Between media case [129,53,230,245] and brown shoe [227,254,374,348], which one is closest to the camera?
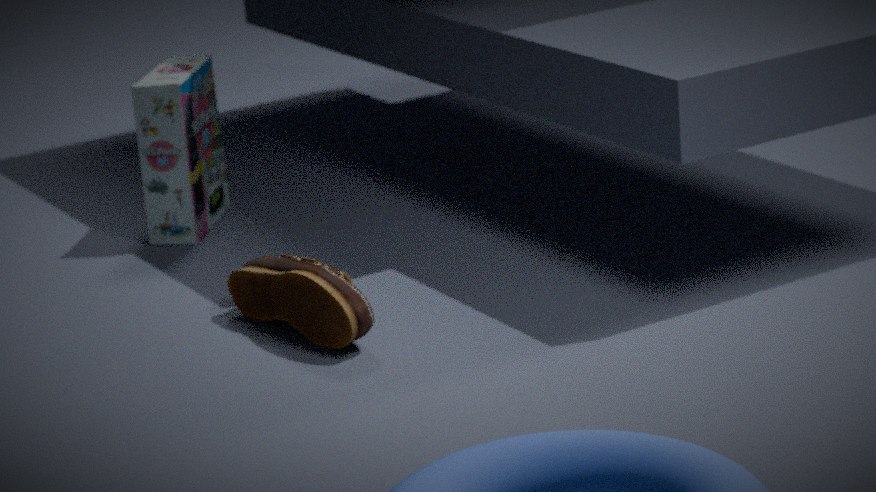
brown shoe [227,254,374,348]
